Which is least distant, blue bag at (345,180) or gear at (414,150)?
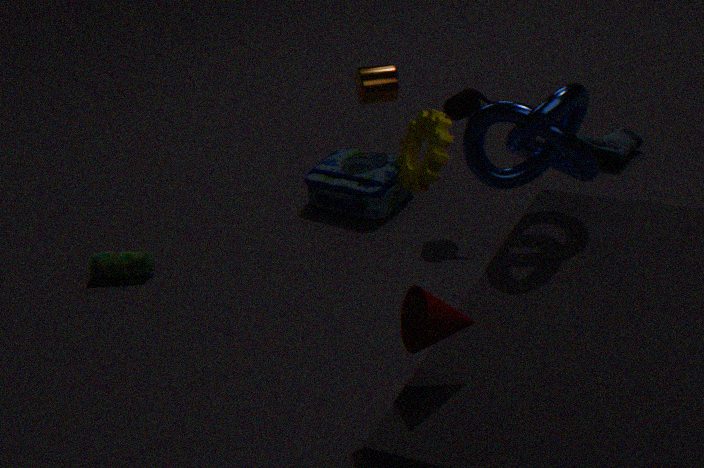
gear at (414,150)
